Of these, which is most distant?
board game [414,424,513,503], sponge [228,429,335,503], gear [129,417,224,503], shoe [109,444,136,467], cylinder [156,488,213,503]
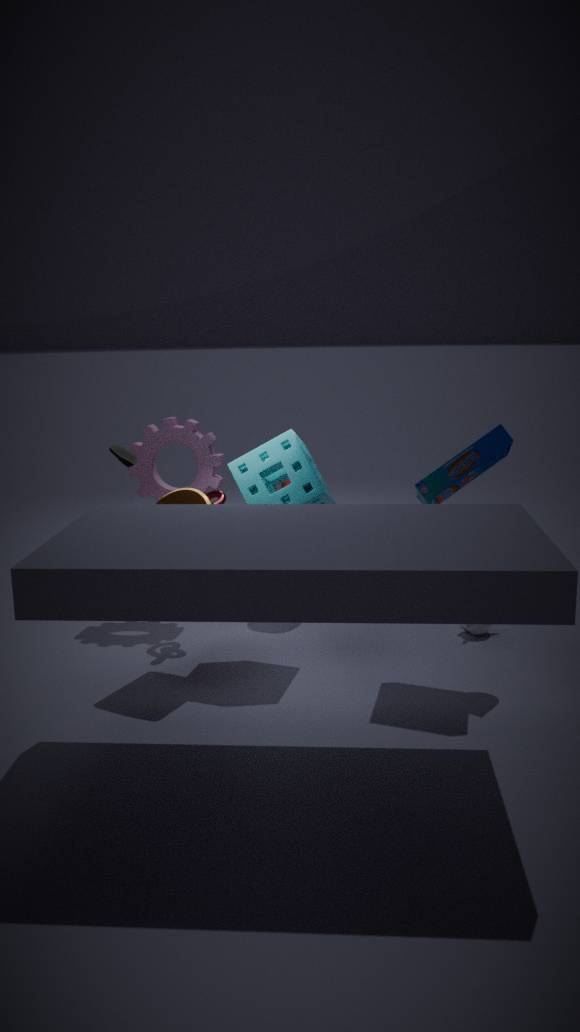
shoe [109,444,136,467]
